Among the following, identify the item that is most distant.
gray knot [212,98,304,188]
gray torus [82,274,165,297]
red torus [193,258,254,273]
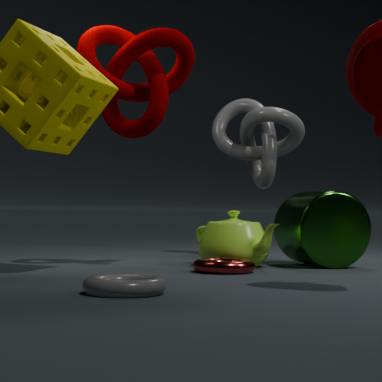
gray knot [212,98,304,188]
